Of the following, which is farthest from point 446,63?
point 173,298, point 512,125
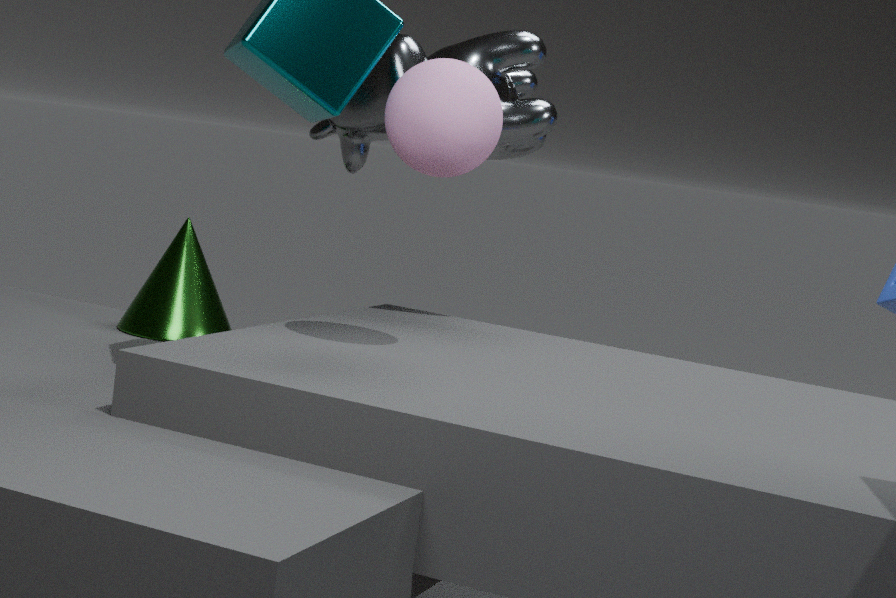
point 173,298
